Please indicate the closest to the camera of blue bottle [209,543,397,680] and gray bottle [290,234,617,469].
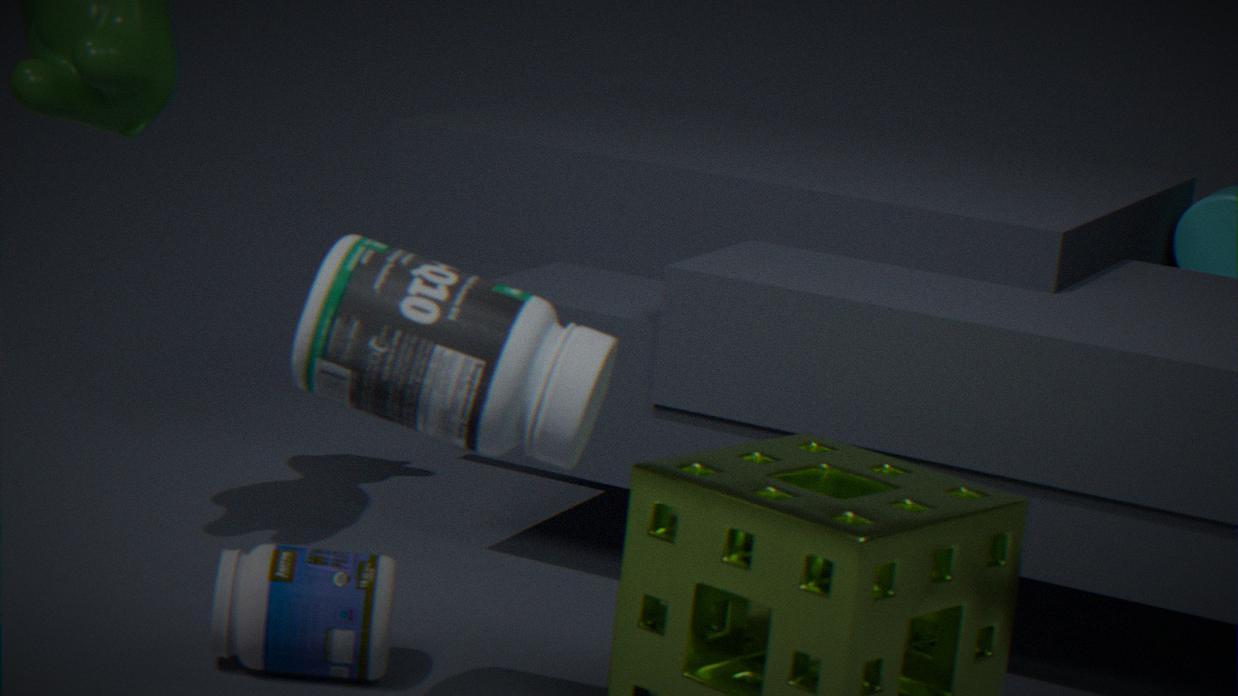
gray bottle [290,234,617,469]
